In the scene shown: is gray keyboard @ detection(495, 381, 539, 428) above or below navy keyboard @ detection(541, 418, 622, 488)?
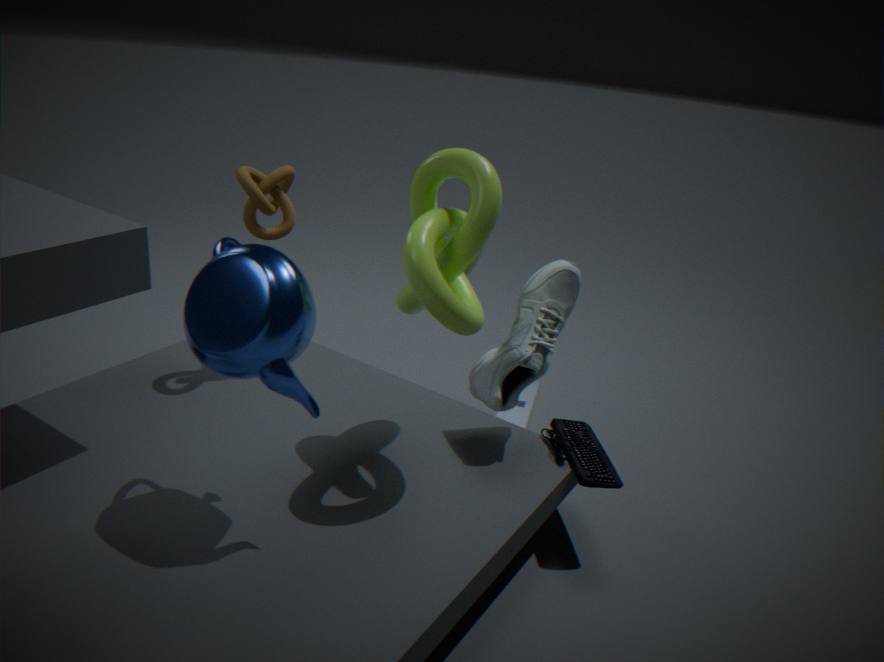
below
